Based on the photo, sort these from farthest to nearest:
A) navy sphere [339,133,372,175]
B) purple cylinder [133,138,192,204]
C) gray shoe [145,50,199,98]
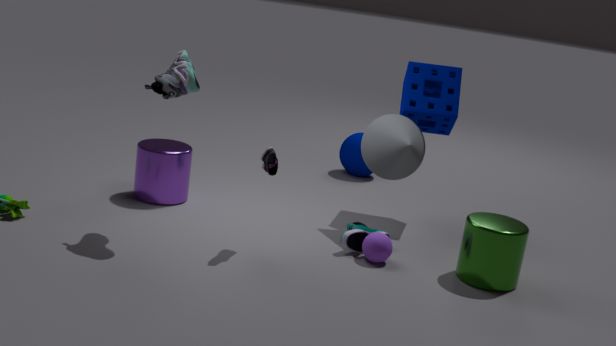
navy sphere [339,133,372,175]
purple cylinder [133,138,192,204]
gray shoe [145,50,199,98]
